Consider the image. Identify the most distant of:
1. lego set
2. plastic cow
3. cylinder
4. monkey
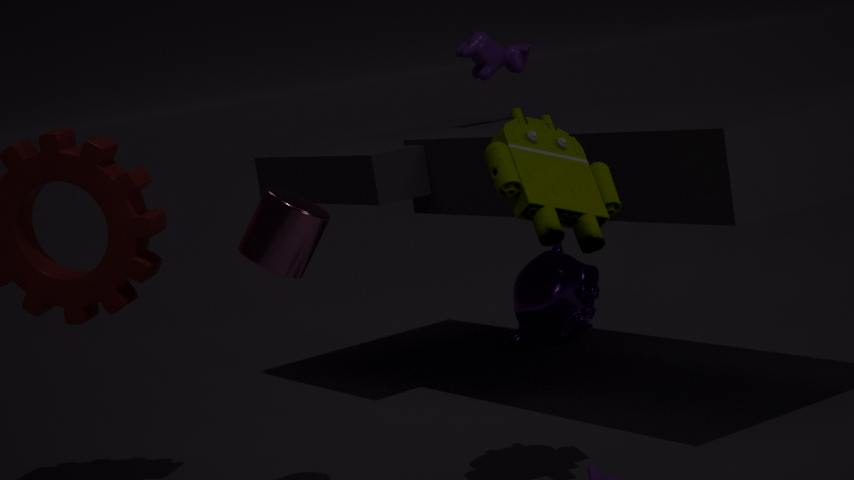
monkey
